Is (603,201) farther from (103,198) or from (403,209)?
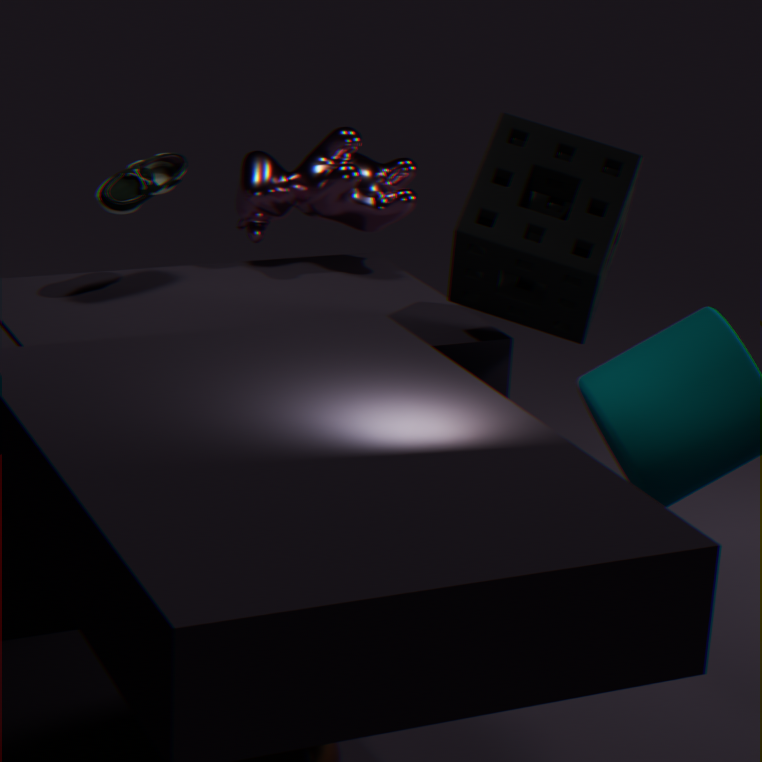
(103,198)
